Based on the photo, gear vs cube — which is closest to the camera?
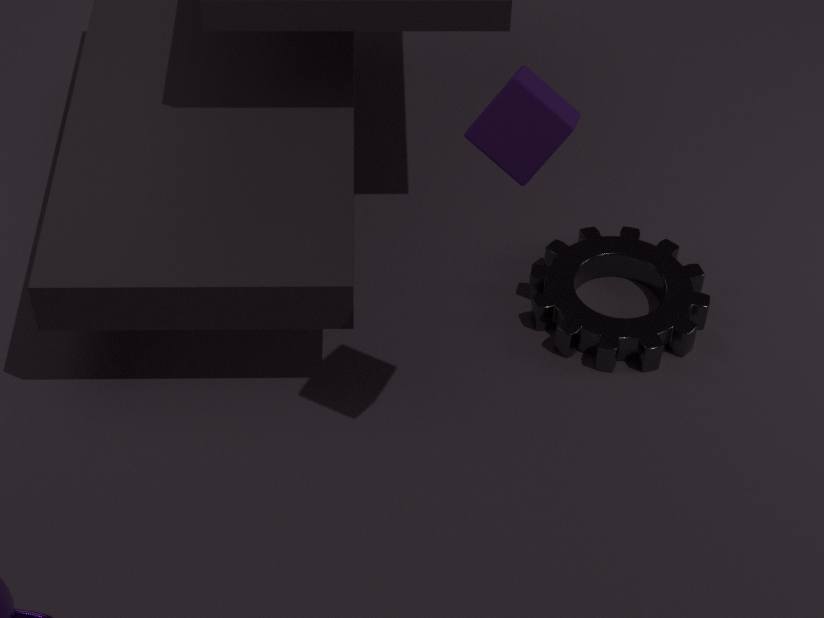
cube
